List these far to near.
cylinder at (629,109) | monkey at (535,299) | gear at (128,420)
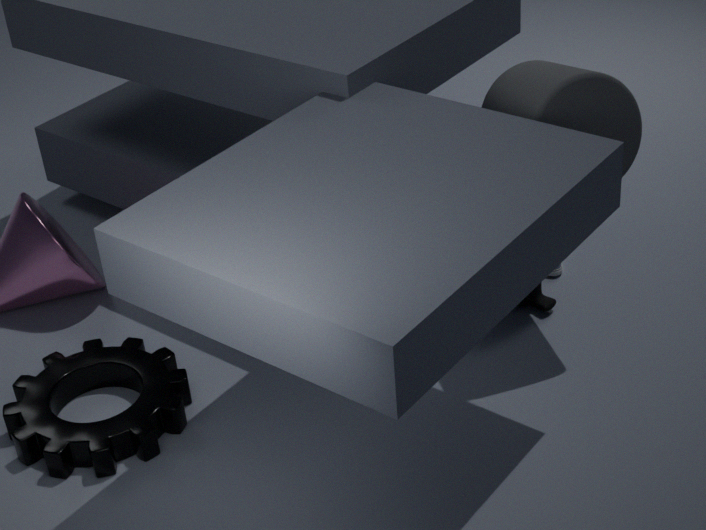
monkey at (535,299), gear at (128,420), cylinder at (629,109)
